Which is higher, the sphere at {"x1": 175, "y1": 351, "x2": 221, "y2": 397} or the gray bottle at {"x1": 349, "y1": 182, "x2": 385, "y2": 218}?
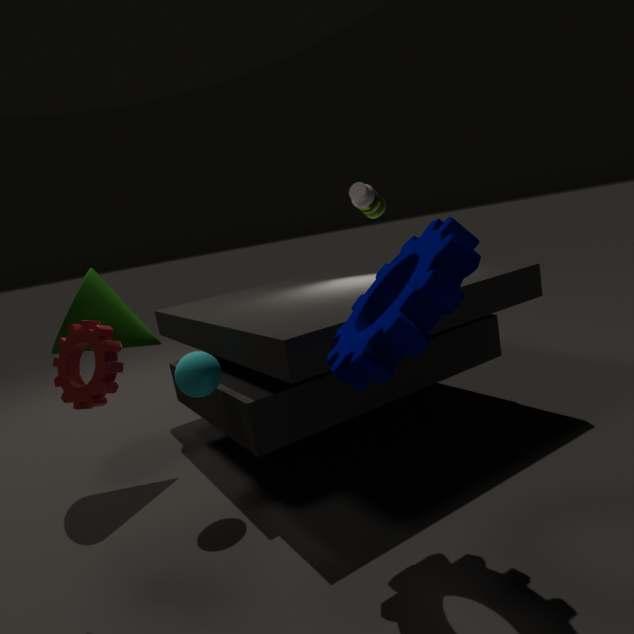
the gray bottle at {"x1": 349, "y1": 182, "x2": 385, "y2": 218}
